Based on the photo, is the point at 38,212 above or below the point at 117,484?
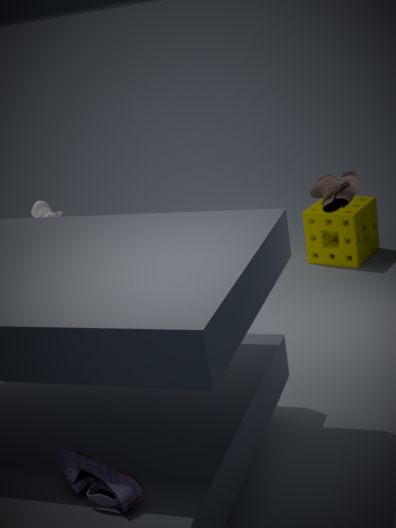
above
